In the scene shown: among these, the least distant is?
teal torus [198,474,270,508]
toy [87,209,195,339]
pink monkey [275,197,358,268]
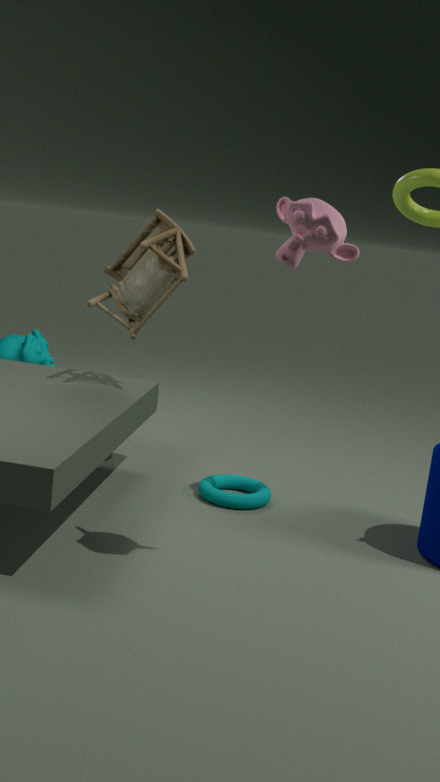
pink monkey [275,197,358,268]
